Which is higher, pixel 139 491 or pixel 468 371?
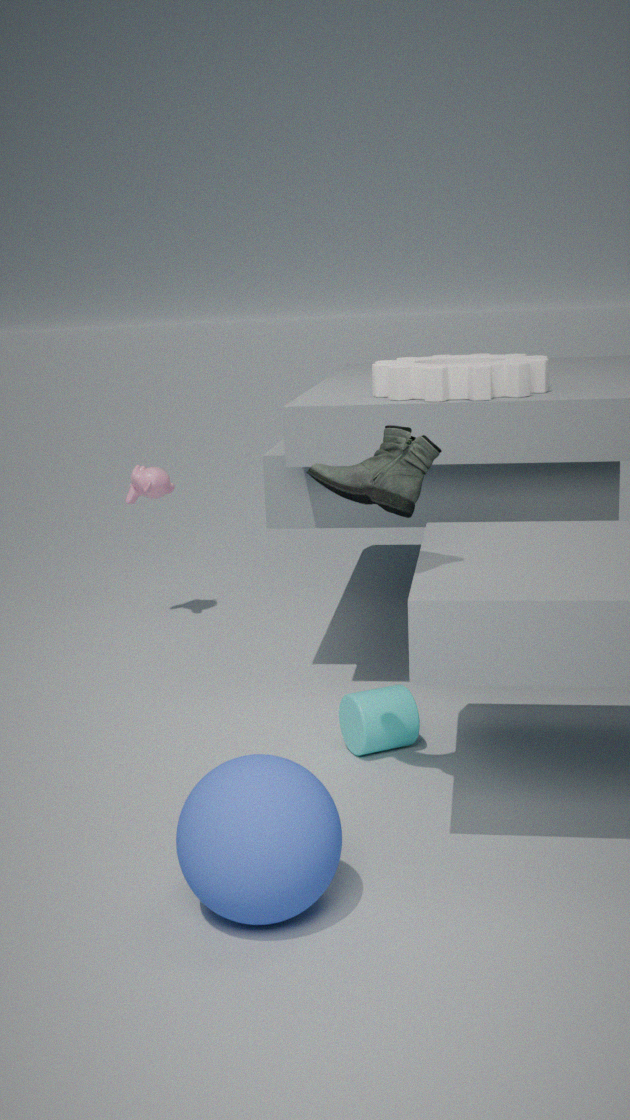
pixel 468 371
